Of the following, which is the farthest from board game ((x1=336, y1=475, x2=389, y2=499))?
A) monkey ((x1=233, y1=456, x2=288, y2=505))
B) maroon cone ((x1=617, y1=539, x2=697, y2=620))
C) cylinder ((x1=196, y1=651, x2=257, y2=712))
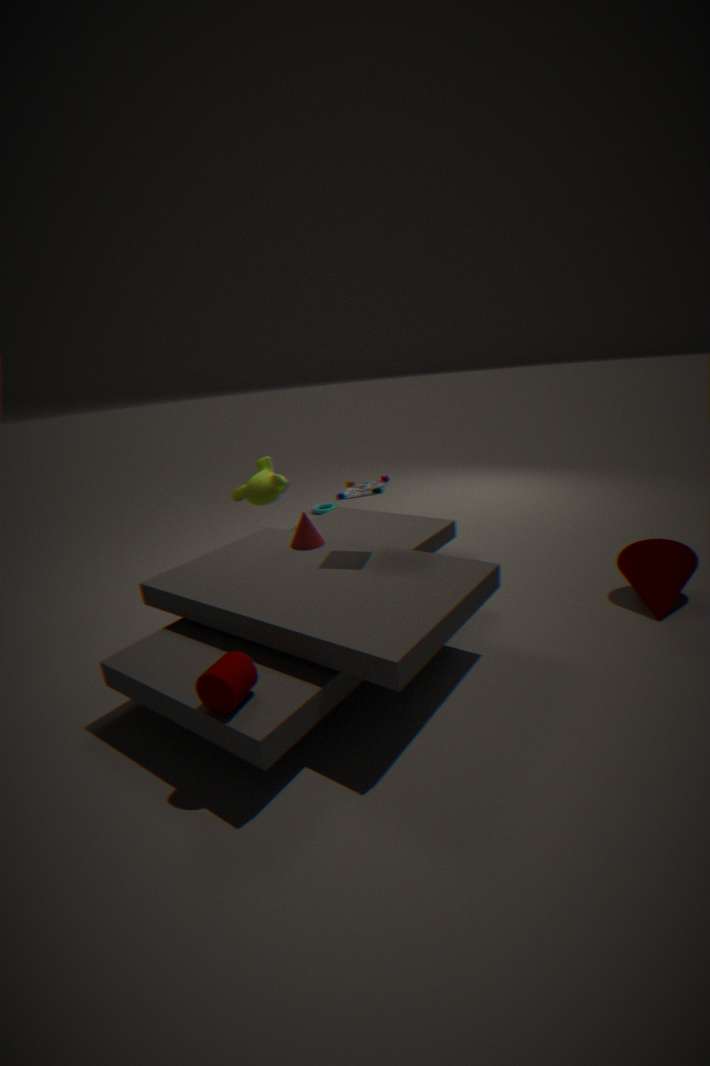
maroon cone ((x1=617, y1=539, x2=697, y2=620))
